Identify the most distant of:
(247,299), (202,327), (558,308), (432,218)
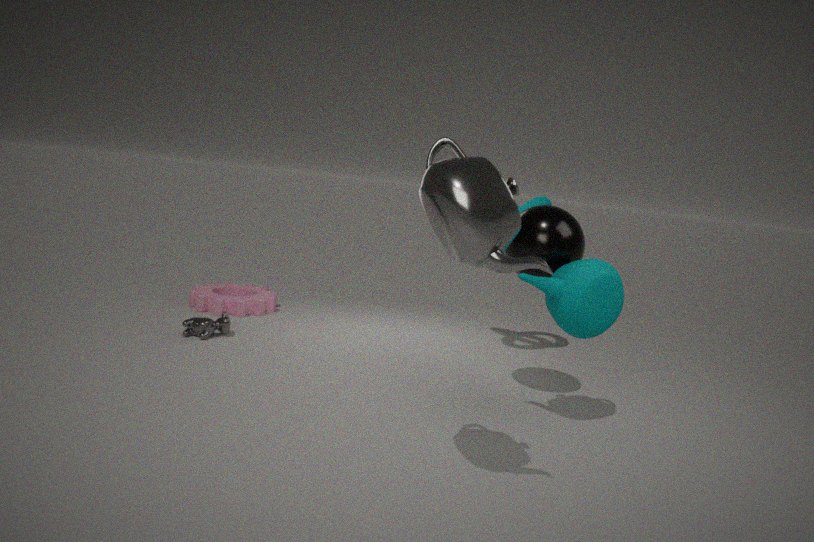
(247,299)
